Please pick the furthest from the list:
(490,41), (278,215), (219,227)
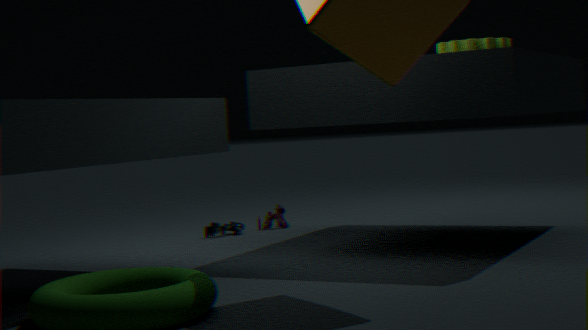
(278,215)
